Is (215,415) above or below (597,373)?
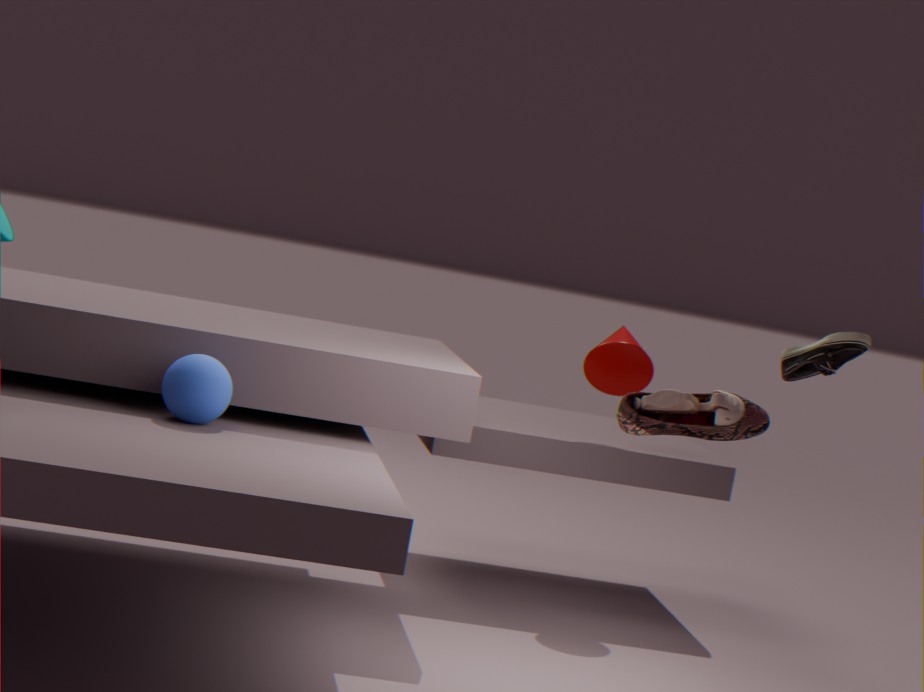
below
